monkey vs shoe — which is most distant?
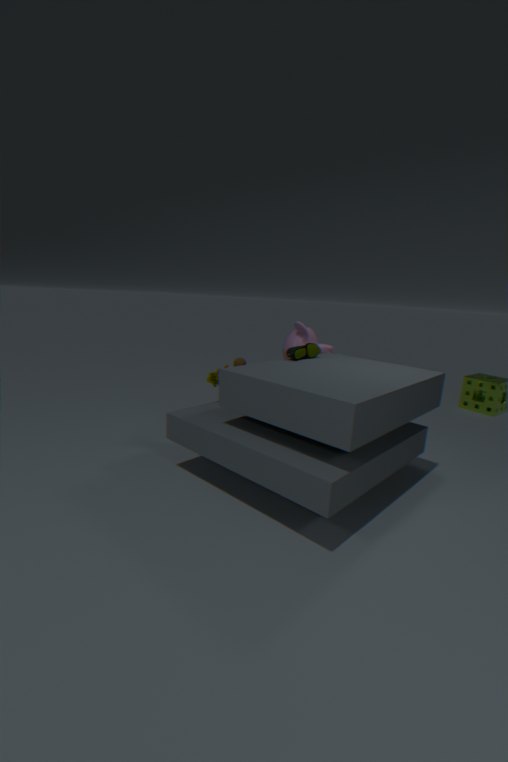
monkey
